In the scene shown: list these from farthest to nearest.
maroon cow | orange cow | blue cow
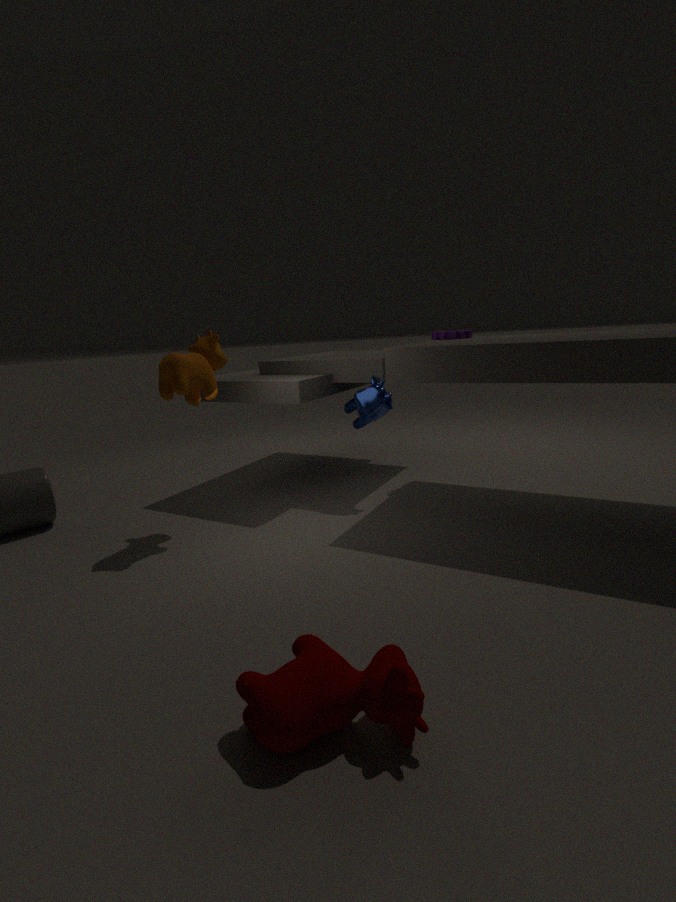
blue cow < orange cow < maroon cow
